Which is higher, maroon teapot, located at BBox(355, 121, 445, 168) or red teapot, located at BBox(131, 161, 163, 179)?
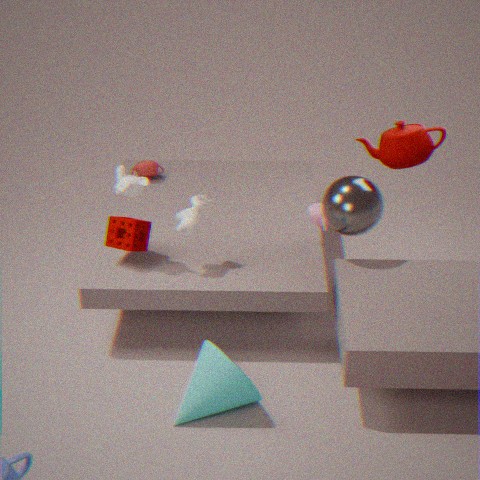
maroon teapot, located at BBox(355, 121, 445, 168)
